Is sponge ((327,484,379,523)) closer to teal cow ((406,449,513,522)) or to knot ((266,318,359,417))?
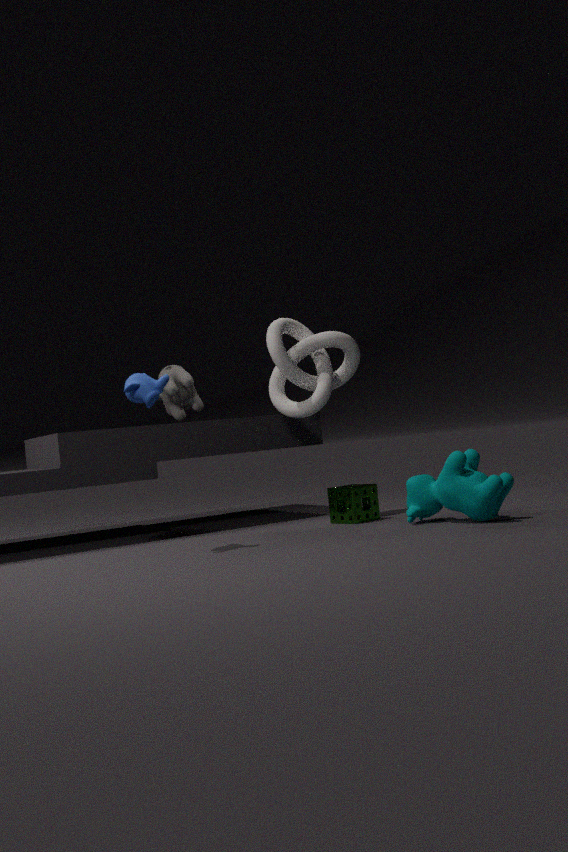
teal cow ((406,449,513,522))
